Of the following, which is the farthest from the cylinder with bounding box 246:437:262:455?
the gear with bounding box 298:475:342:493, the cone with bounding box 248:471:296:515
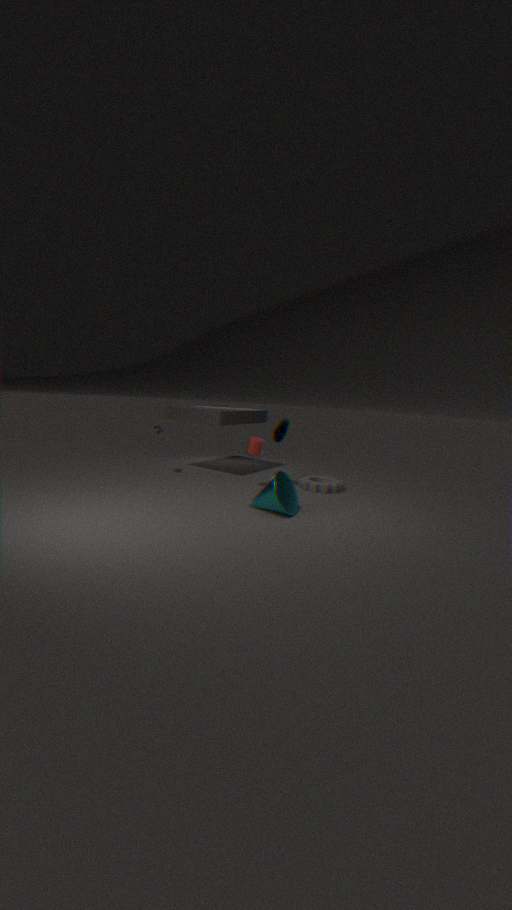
the cone with bounding box 248:471:296:515
